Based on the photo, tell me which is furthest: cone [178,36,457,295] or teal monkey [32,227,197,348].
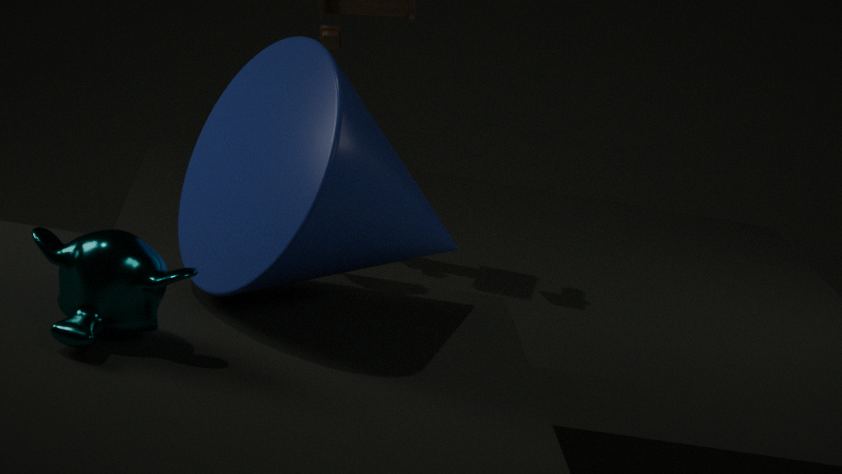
cone [178,36,457,295]
